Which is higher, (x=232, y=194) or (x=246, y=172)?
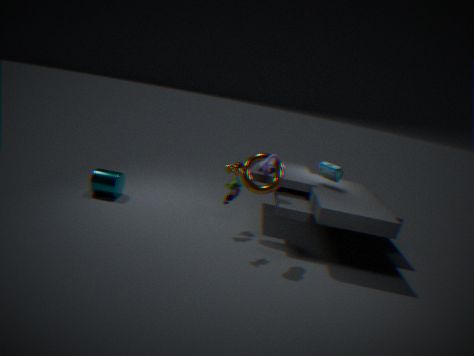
(x=246, y=172)
